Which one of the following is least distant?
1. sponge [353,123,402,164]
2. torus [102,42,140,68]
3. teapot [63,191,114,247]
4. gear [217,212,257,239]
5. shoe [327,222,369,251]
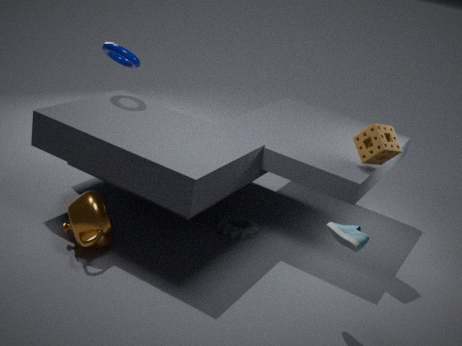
shoe [327,222,369,251]
